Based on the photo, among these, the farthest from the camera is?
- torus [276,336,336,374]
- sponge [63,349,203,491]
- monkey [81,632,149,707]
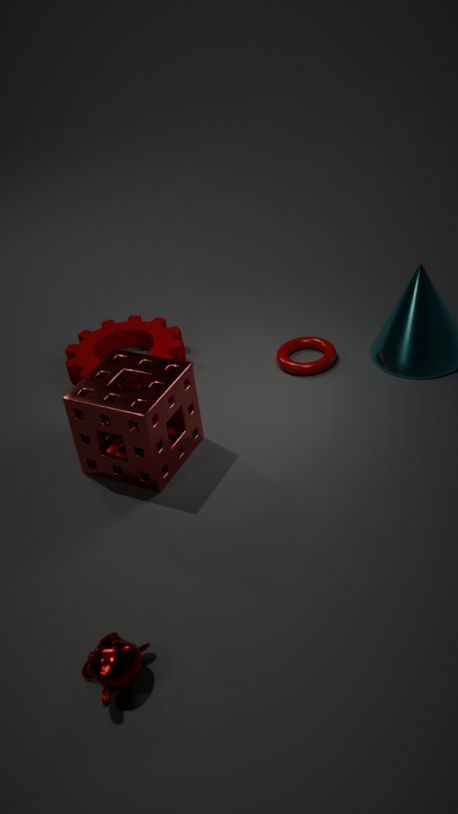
torus [276,336,336,374]
